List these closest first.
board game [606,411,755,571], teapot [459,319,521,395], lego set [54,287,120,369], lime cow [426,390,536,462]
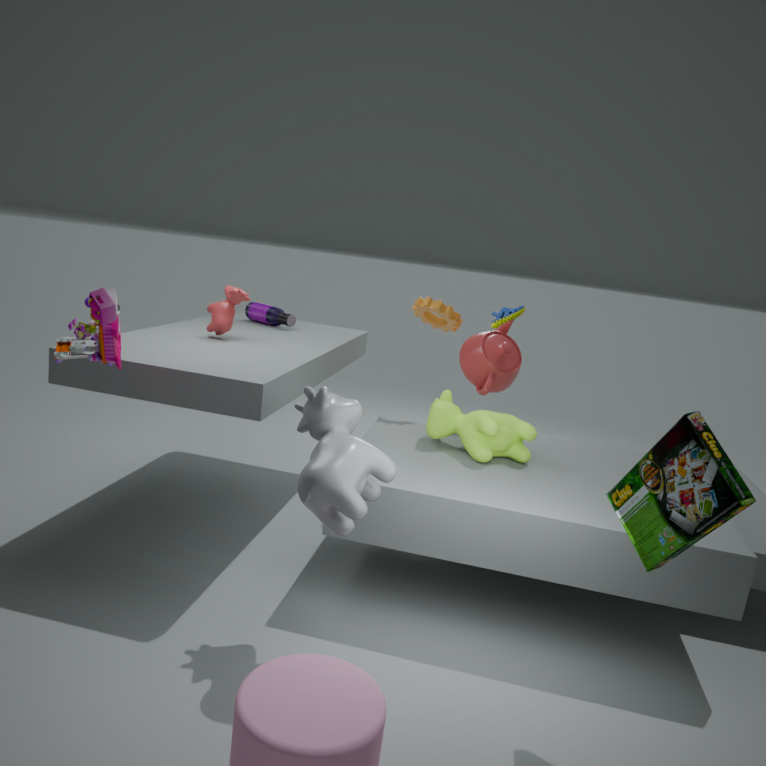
board game [606,411,755,571], lego set [54,287,120,369], lime cow [426,390,536,462], teapot [459,319,521,395]
